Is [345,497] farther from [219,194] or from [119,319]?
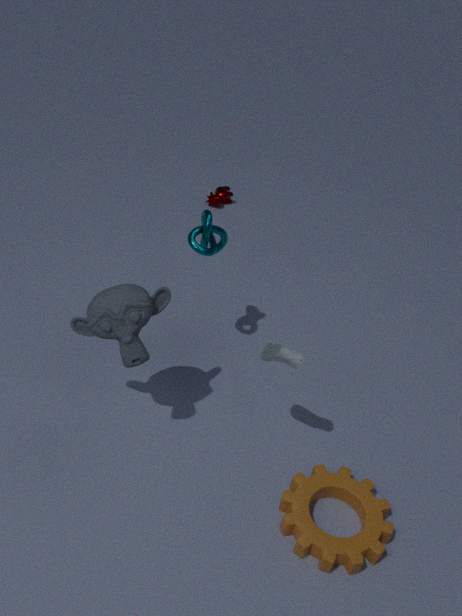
[219,194]
